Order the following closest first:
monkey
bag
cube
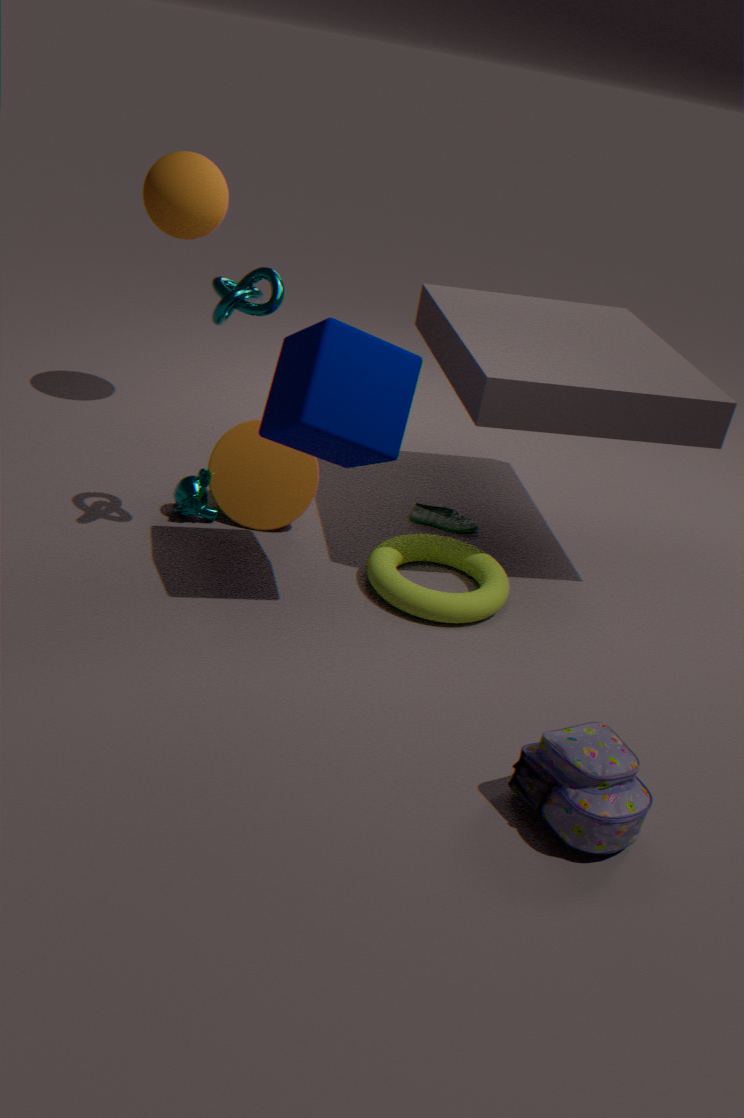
bag, cube, monkey
